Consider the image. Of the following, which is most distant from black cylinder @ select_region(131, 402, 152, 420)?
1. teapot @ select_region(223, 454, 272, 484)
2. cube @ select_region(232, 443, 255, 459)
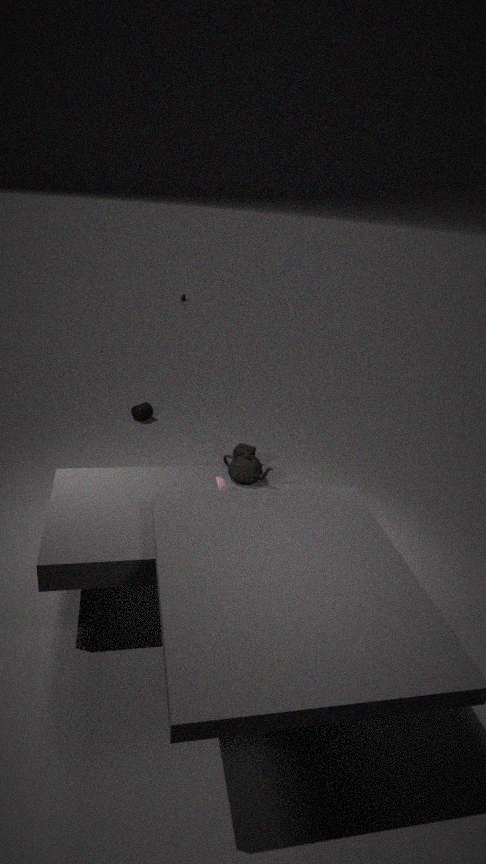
teapot @ select_region(223, 454, 272, 484)
